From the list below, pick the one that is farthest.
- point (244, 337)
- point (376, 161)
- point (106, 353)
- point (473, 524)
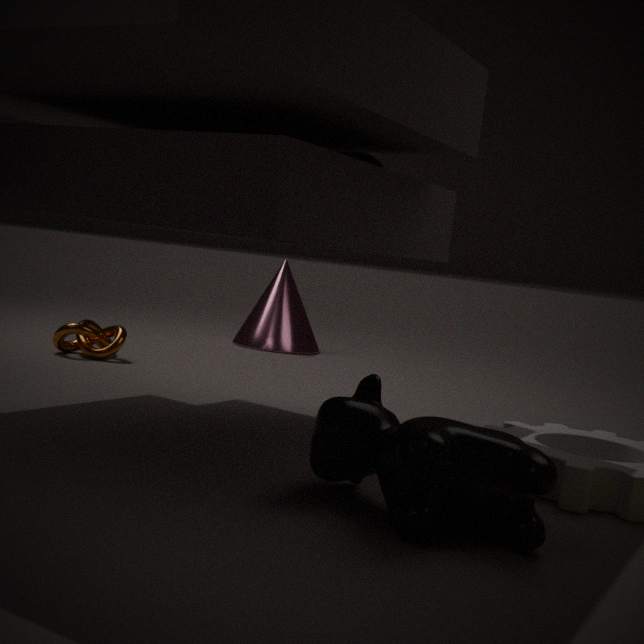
point (244, 337)
